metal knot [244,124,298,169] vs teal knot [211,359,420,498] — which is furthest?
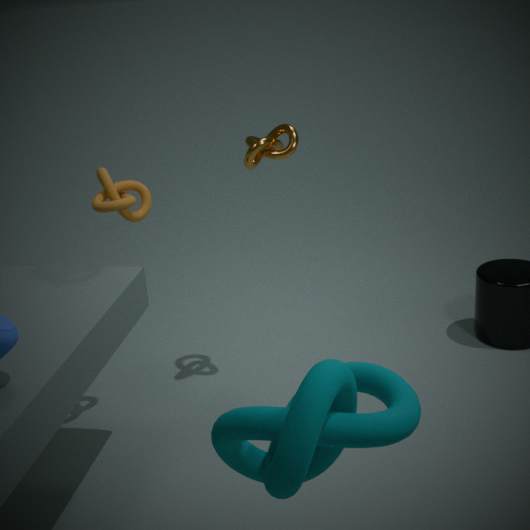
metal knot [244,124,298,169]
